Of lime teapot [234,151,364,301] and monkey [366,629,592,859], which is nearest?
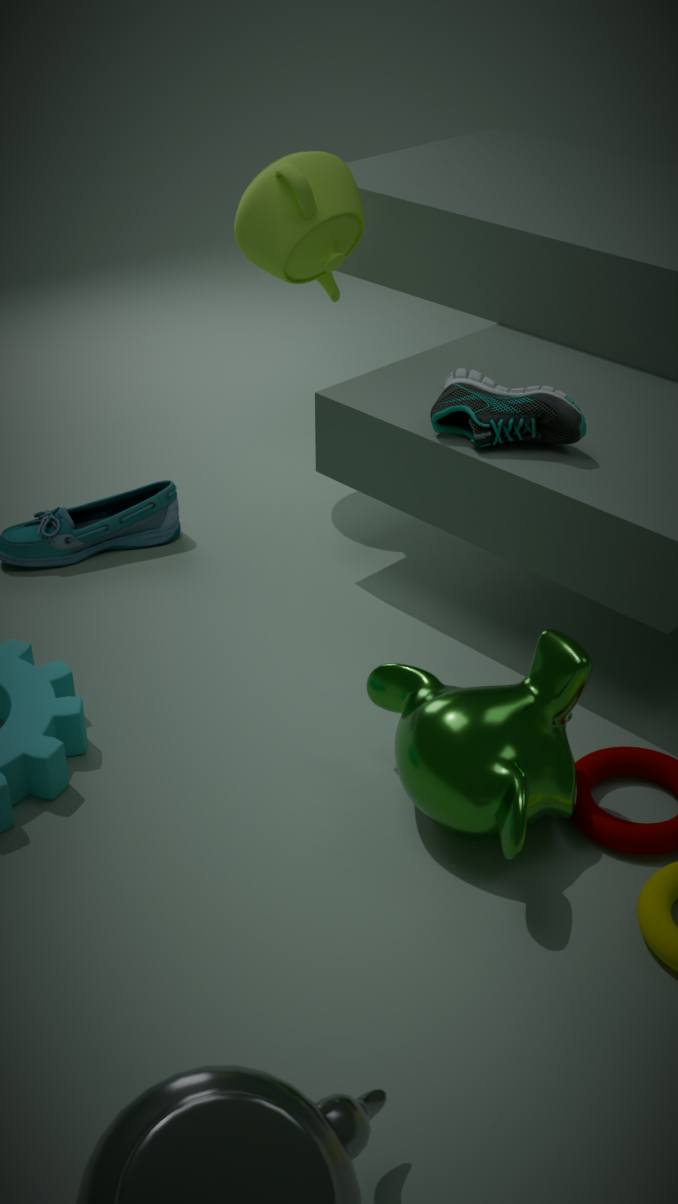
monkey [366,629,592,859]
